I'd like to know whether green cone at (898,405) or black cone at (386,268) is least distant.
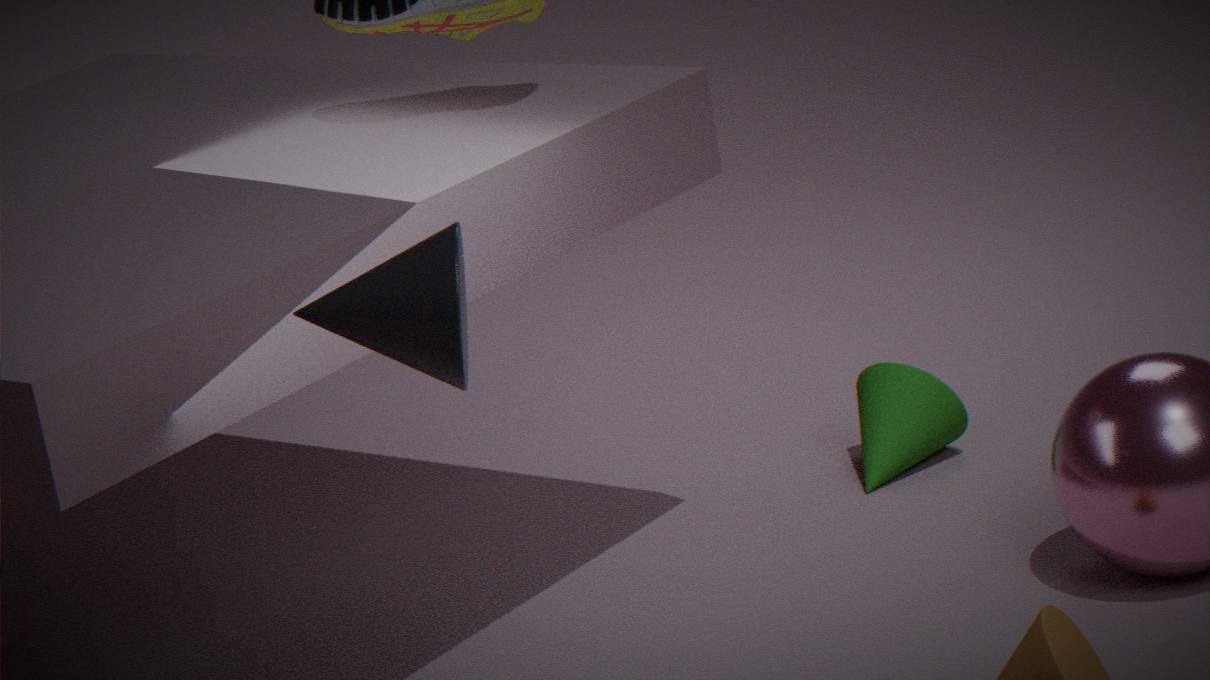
black cone at (386,268)
